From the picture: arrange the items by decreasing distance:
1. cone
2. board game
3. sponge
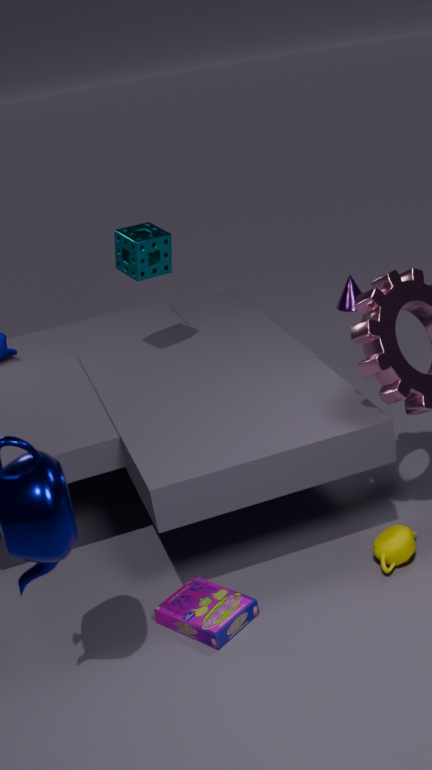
cone, sponge, board game
